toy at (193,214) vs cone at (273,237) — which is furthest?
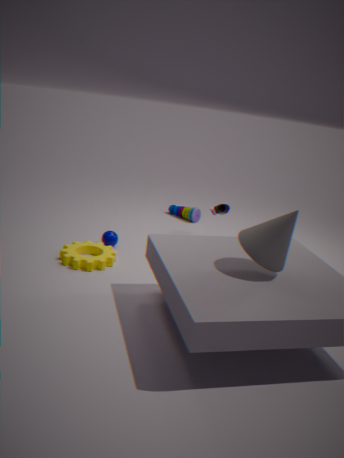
toy at (193,214)
